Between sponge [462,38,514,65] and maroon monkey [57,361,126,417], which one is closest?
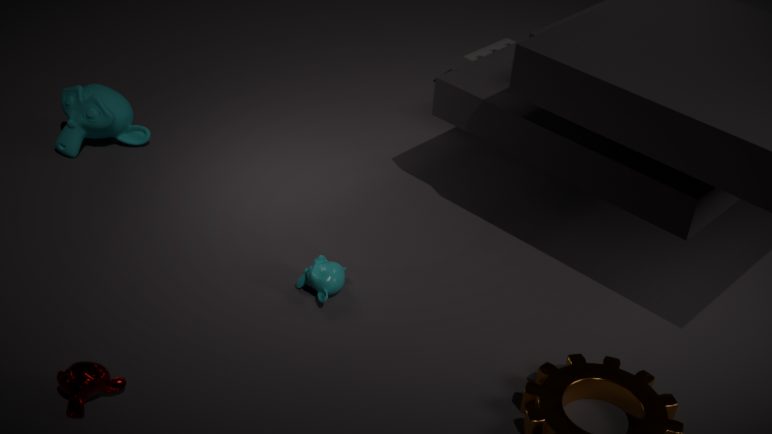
maroon monkey [57,361,126,417]
